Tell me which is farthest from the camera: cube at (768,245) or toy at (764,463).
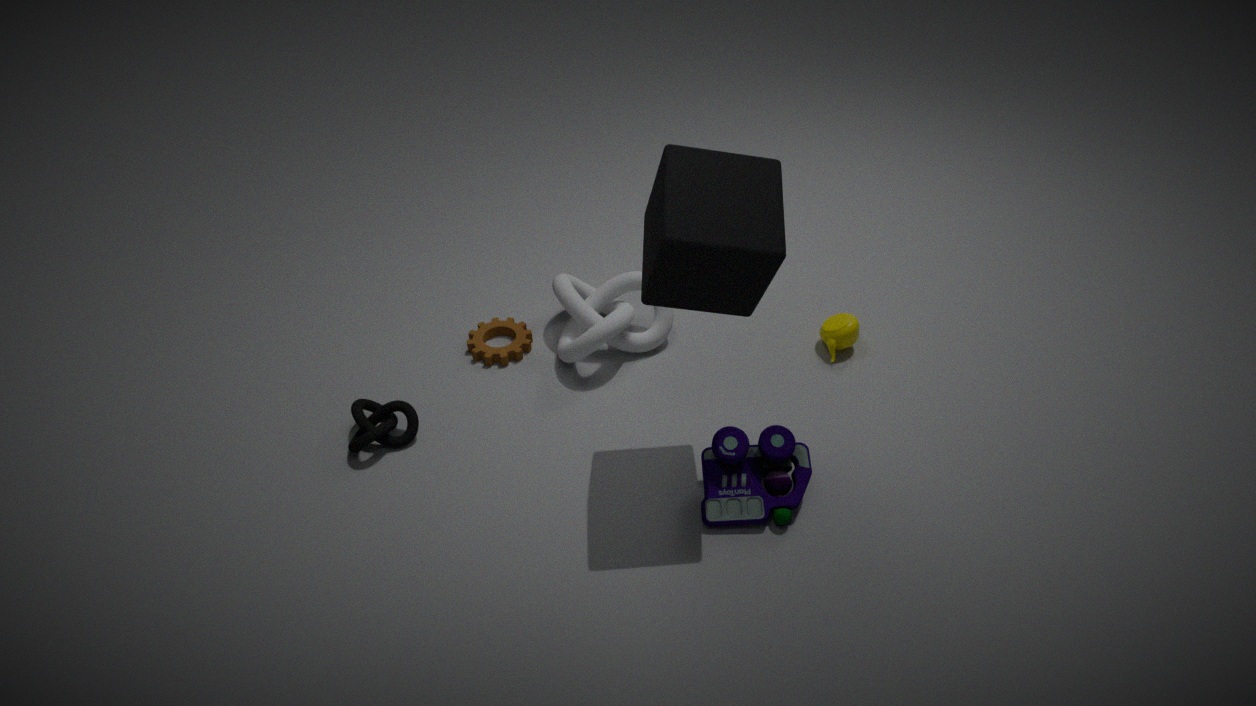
toy at (764,463)
